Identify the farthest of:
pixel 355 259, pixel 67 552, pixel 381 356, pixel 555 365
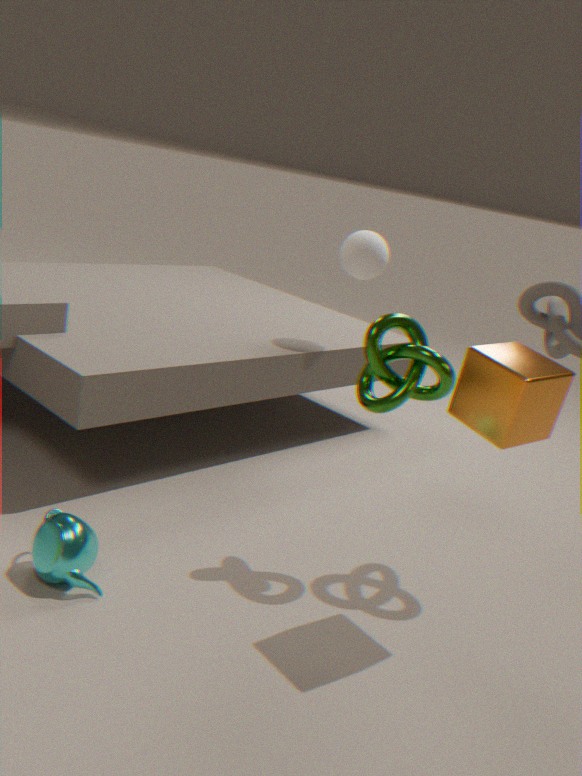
pixel 355 259
